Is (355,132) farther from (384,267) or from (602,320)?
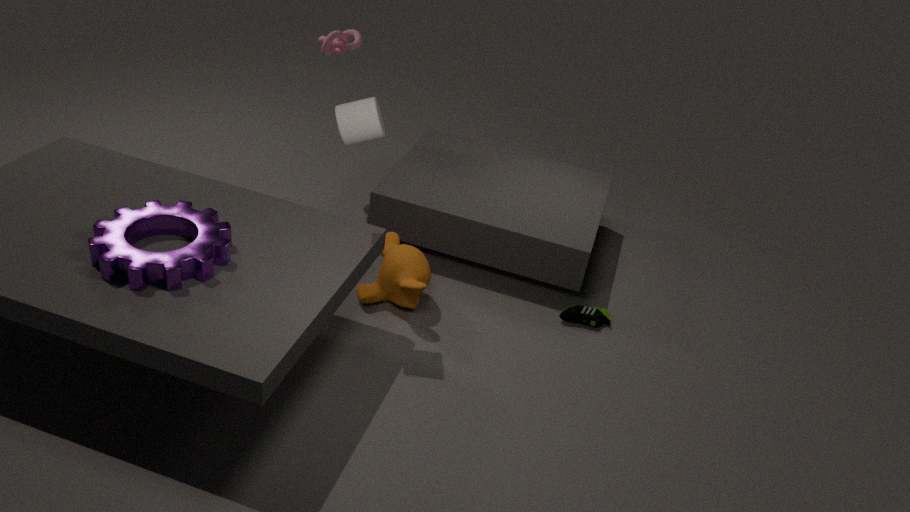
(602,320)
